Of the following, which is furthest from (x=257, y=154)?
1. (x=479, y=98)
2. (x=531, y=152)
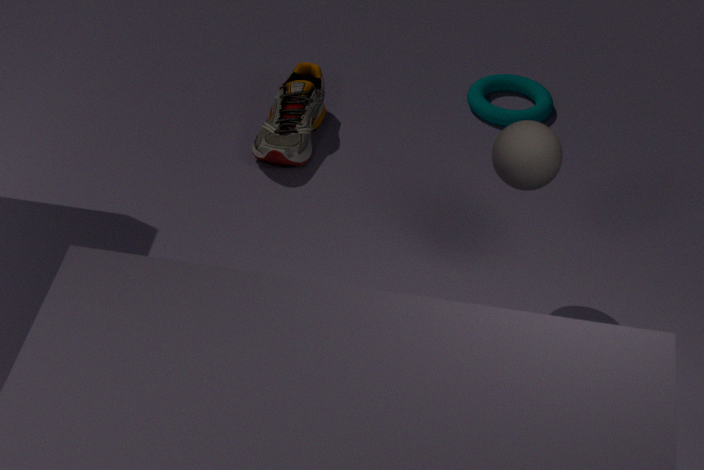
(x=531, y=152)
